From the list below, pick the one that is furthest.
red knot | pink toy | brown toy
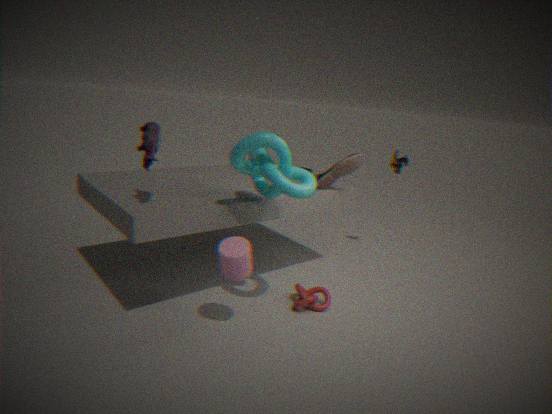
brown toy
